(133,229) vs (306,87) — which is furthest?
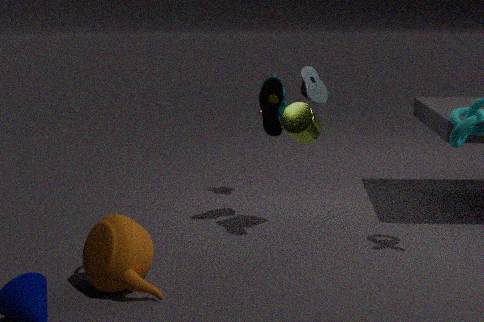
(306,87)
